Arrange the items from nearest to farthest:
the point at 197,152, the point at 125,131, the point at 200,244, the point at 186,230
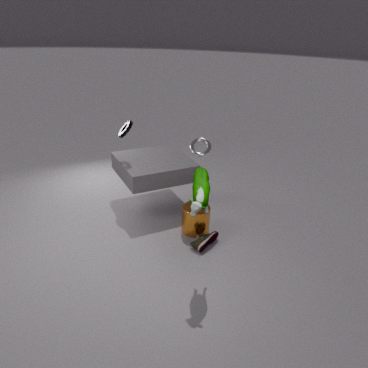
the point at 200,244, the point at 197,152, the point at 186,230, the point at 125,131
